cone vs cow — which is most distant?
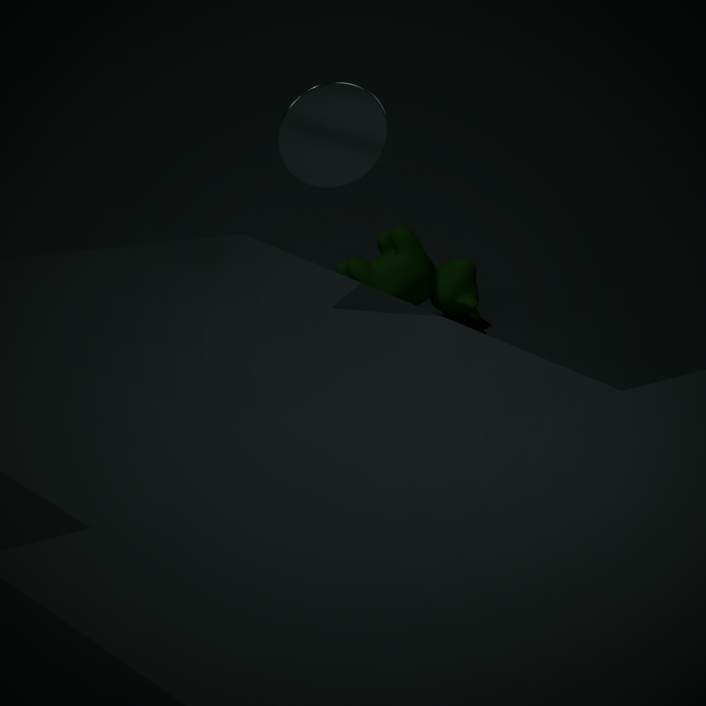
cow
